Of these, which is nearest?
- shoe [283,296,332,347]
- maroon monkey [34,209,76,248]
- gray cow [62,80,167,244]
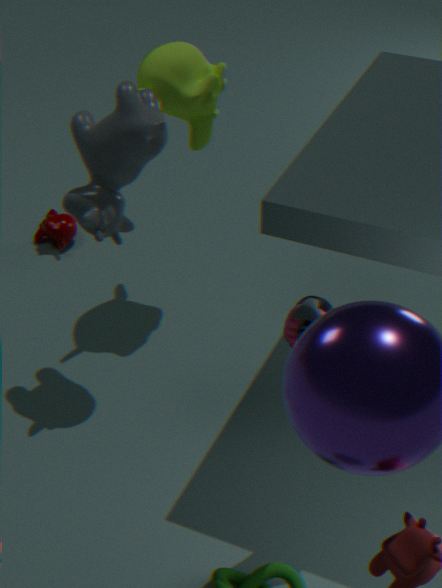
shoe [283,296,332,347]
